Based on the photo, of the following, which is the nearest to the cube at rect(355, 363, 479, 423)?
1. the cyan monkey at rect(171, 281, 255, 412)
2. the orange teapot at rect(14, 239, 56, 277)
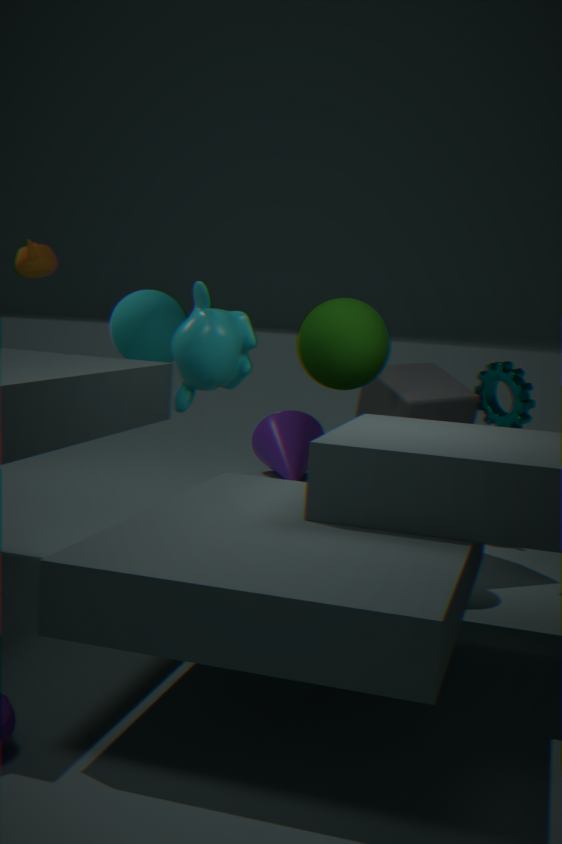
the cyan monkey at rect(171, 281, 255, 412)
